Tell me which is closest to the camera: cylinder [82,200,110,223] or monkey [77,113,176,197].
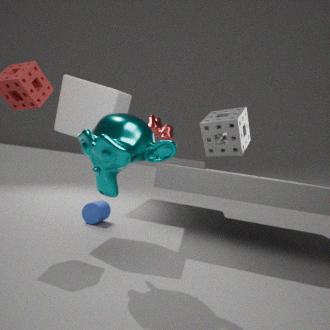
monkey [77,113,176,197]
